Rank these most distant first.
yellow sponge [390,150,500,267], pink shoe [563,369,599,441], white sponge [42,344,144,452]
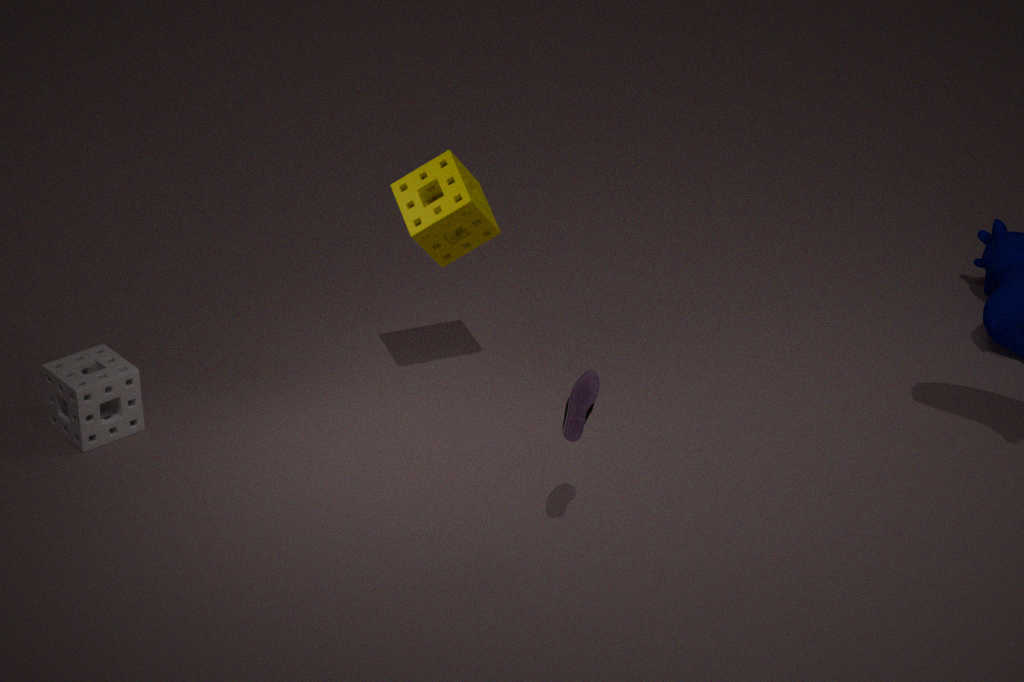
1. white sponge [42,344,144,452]
2. yellow sponge [390,150,500,267]
3. pink shoe [563,369,599,441]
